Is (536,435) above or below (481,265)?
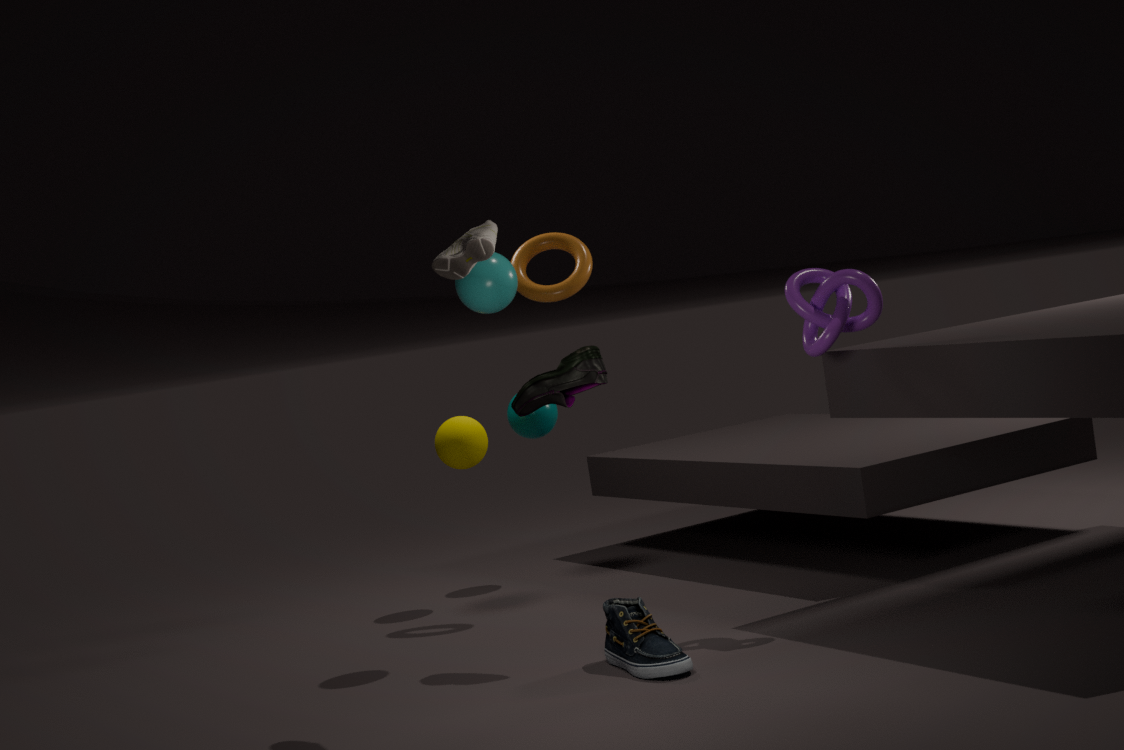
below
